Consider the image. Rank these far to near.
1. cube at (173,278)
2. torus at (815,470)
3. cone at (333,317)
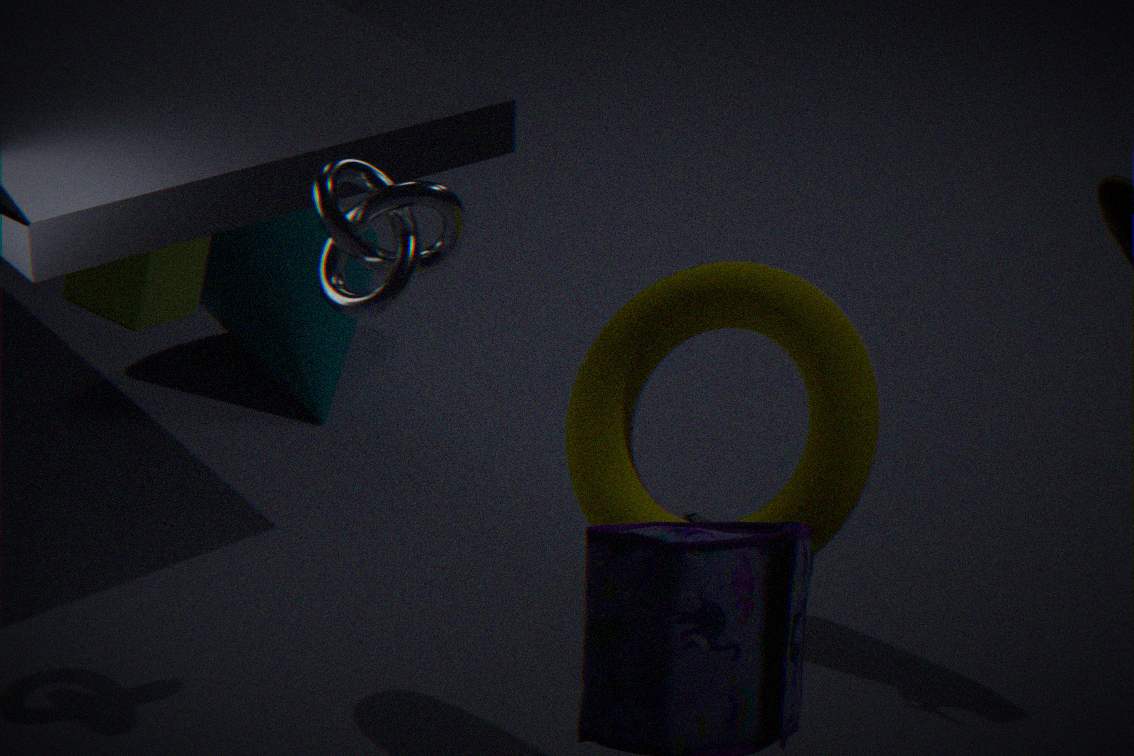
cone at (333,317) < cube at (173,278) < torus at (815,470)
